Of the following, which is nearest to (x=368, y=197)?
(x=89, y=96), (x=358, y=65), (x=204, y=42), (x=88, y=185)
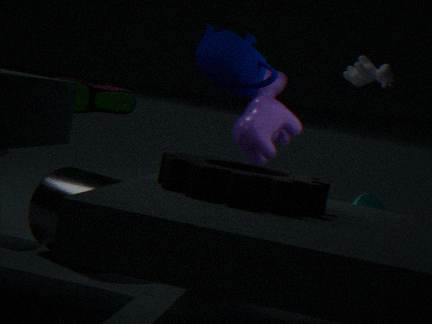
(x=358, y=65)
